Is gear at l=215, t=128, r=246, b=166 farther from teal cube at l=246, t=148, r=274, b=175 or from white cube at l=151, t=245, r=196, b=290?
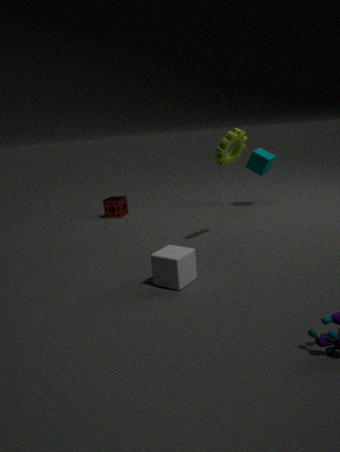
teal cube at l=246, t=148, r=274, b=175
